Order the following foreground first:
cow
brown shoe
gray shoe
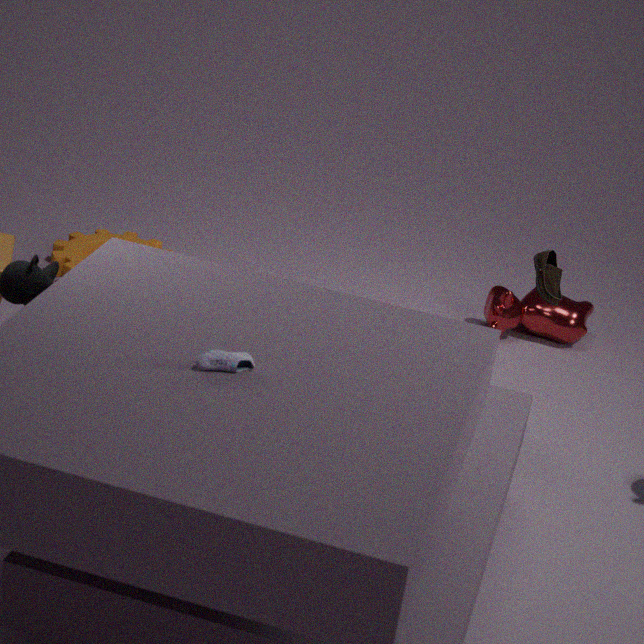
gray shoe, brown shoe, cow
